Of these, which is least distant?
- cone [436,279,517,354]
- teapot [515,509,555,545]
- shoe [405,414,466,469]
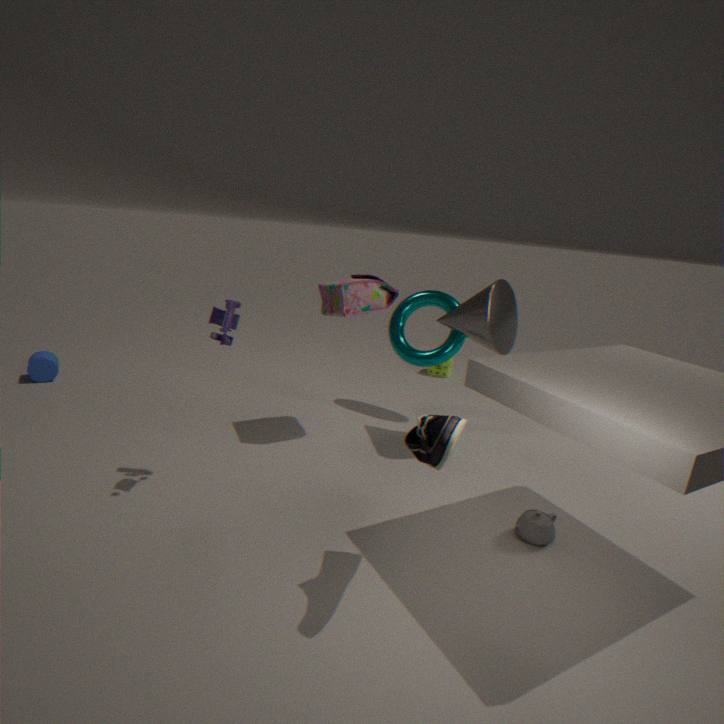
shoe [405,414,466,469]
